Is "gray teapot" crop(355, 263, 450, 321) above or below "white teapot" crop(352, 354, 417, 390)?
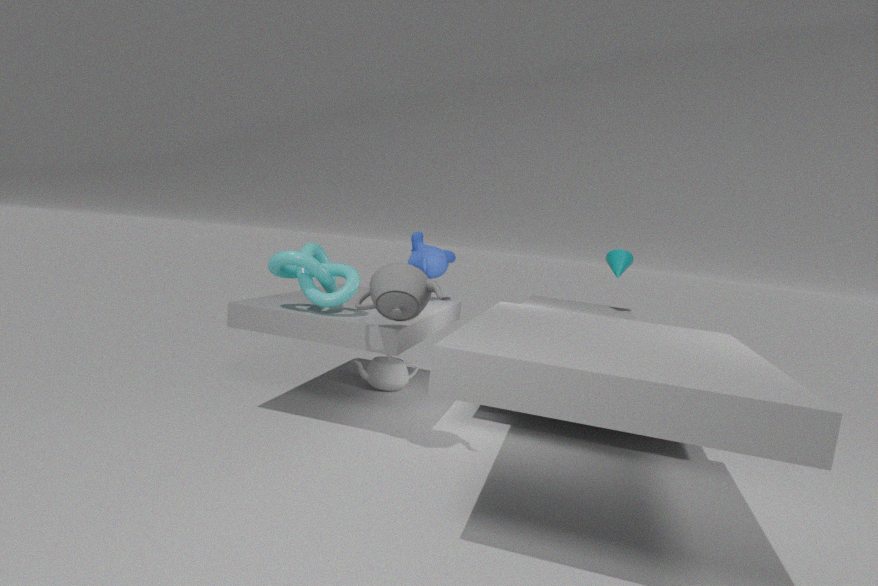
above
